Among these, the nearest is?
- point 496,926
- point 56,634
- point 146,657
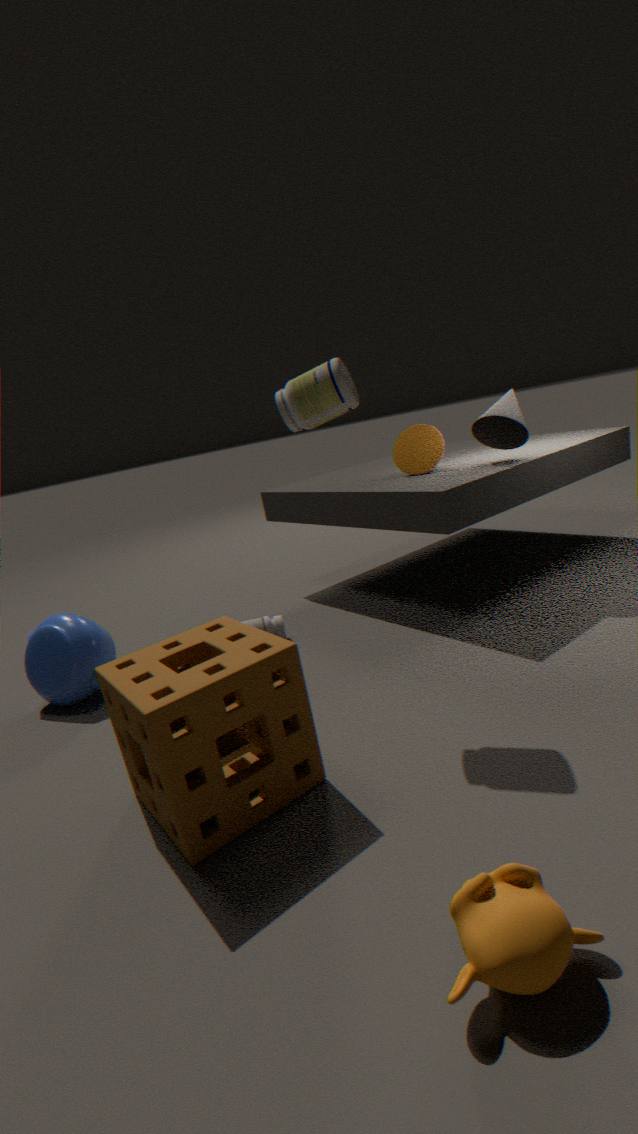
point 496,926
